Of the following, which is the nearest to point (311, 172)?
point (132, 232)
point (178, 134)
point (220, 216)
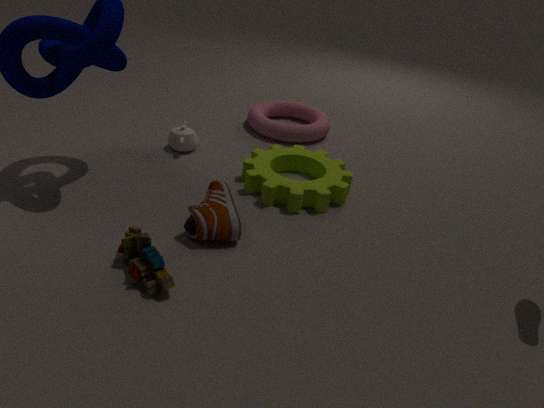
point (220, 216)
